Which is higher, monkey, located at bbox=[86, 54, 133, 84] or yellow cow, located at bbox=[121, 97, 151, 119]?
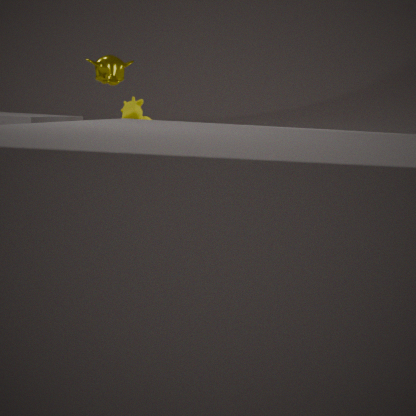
monkey, located at bbox=[86, 54, 133, 84]
